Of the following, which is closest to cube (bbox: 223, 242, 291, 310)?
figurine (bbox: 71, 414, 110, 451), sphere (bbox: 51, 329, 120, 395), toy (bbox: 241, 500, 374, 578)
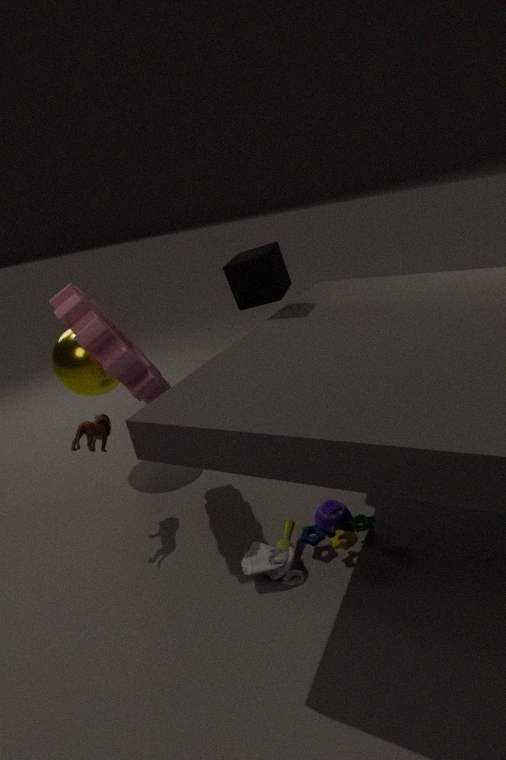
figurine (bbox: 71, 414, 110, 451)
